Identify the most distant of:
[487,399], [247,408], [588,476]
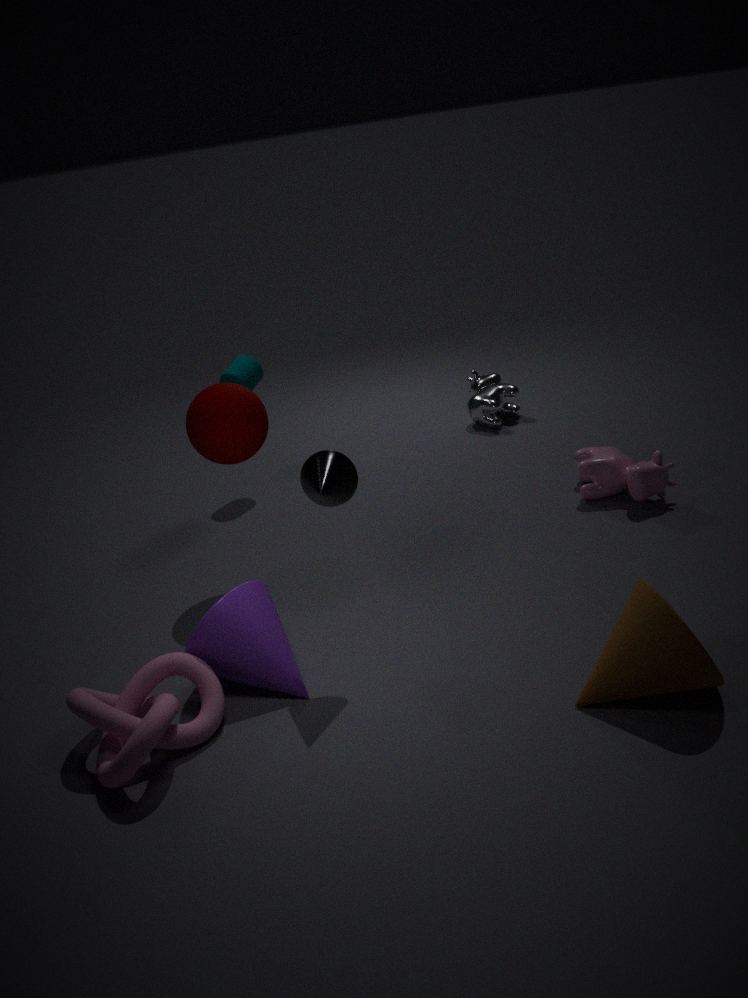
[487,399]
